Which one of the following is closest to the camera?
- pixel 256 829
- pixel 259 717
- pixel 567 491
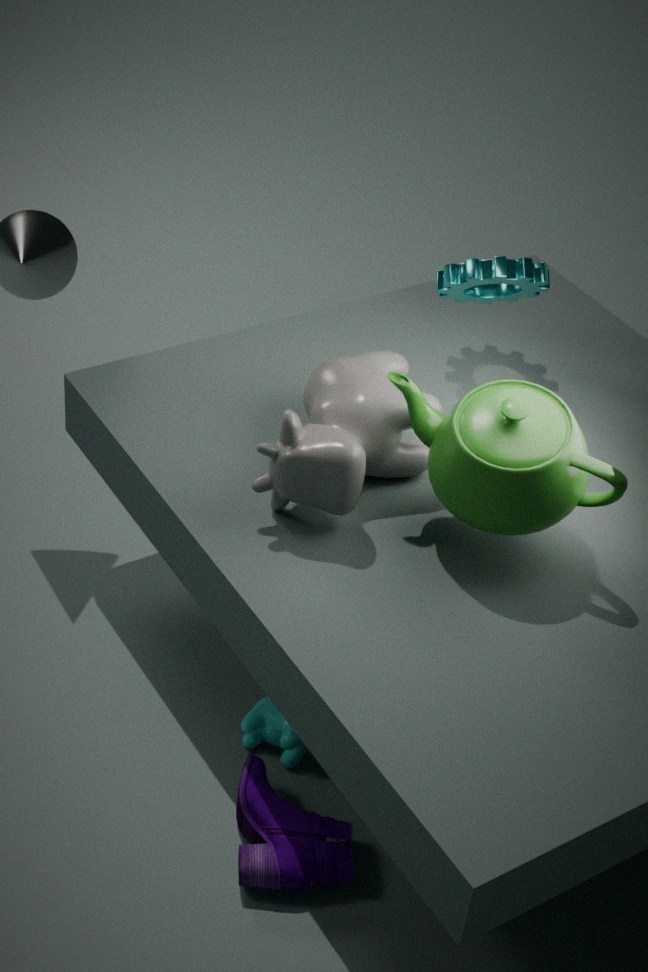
pixel 567 491
